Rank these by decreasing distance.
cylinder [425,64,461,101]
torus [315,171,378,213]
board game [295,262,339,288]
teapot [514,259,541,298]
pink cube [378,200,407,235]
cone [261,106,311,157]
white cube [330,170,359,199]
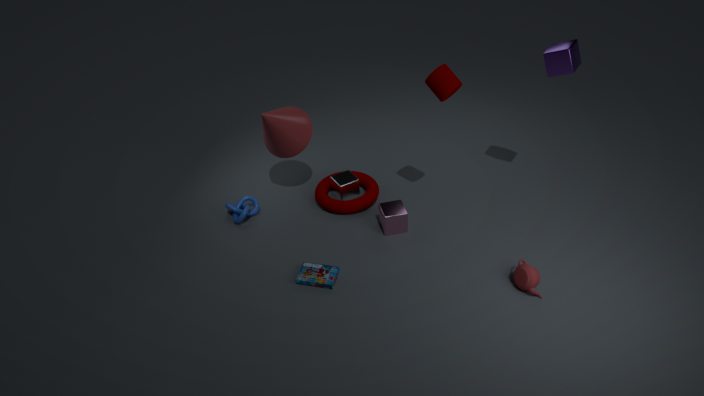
white cube [330,170,359,199], torus [315,171,378,213], cone [261,106,311,157], pink cube [378,200,407,235], board game [295,262,339,288], cylinder [425,64,461,101], teapot [514,259,541,298]
